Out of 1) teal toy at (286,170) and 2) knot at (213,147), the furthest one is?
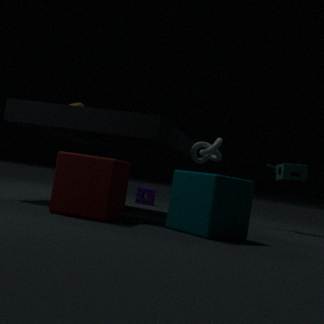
1. teal toy at (286,170)
